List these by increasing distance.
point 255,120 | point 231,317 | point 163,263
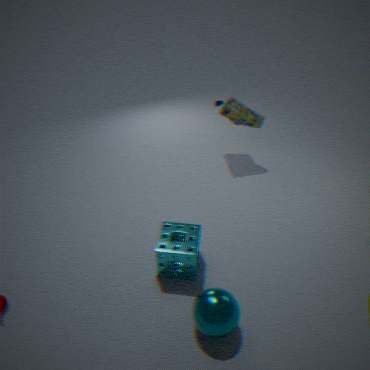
point 231,317 < point 163,263 < point 255,120
